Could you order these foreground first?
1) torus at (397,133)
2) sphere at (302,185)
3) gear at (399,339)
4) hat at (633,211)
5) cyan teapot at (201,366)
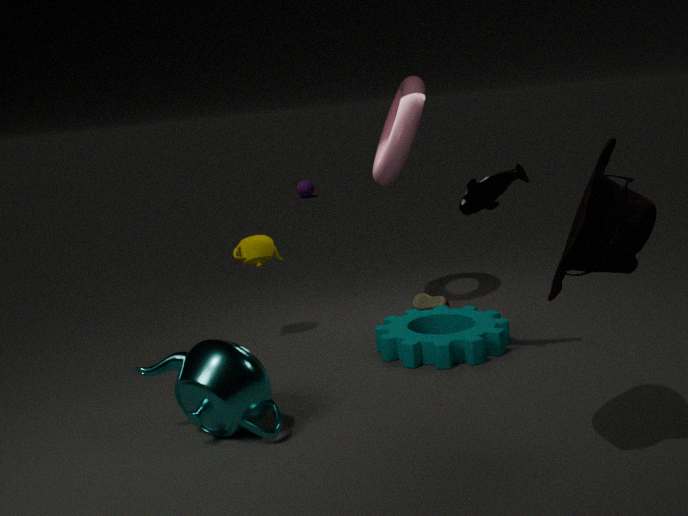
4. hat at (633,211)
5. cyan teapot at (201,366)
3. gear at (399,339)
1. torus at (397,133)
2. sphere at (302,185)
